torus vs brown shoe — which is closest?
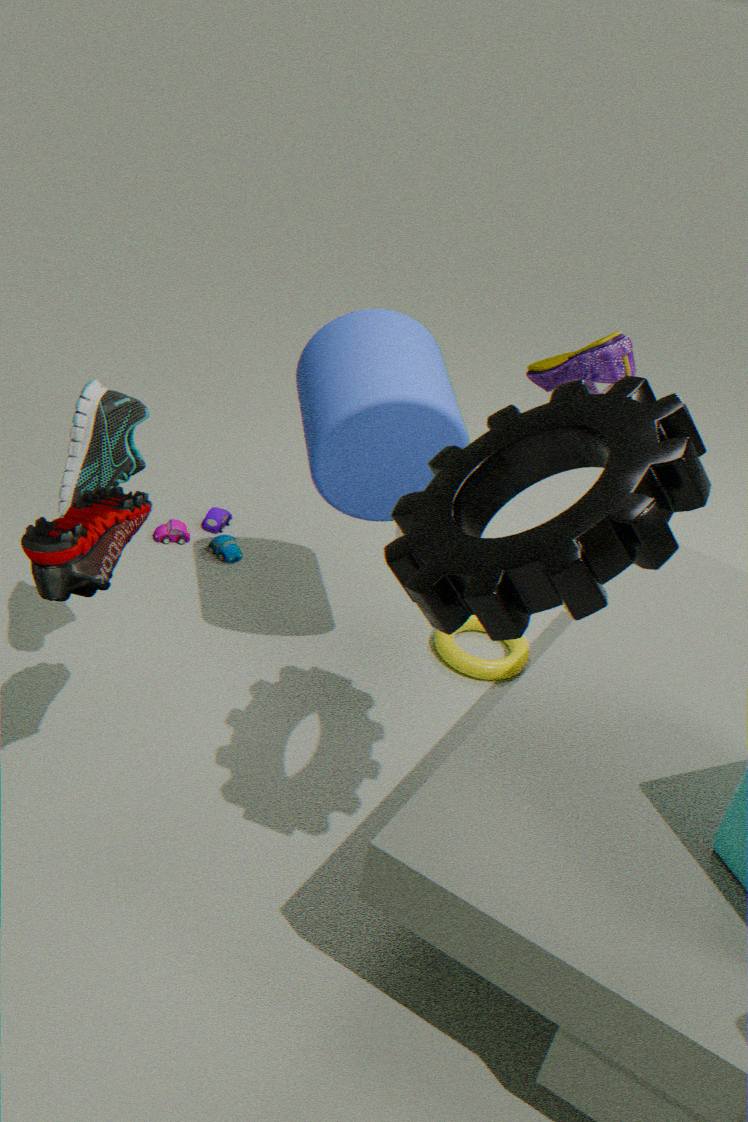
brown shoe
